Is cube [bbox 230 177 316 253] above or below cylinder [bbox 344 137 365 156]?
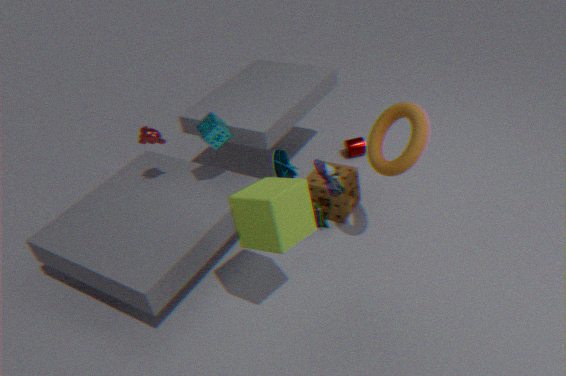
above
